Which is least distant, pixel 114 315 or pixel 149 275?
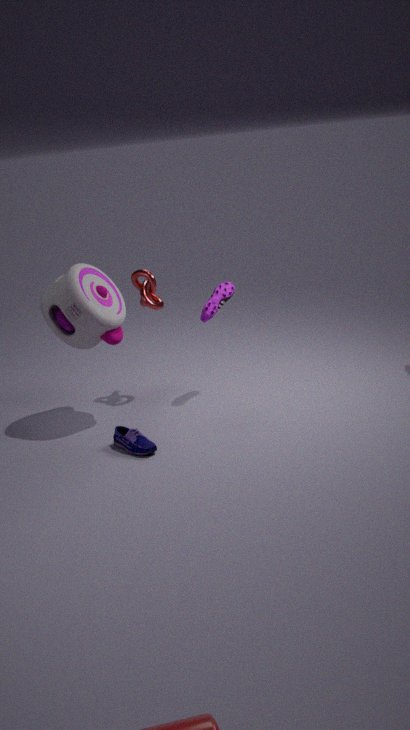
pixel 114 315
